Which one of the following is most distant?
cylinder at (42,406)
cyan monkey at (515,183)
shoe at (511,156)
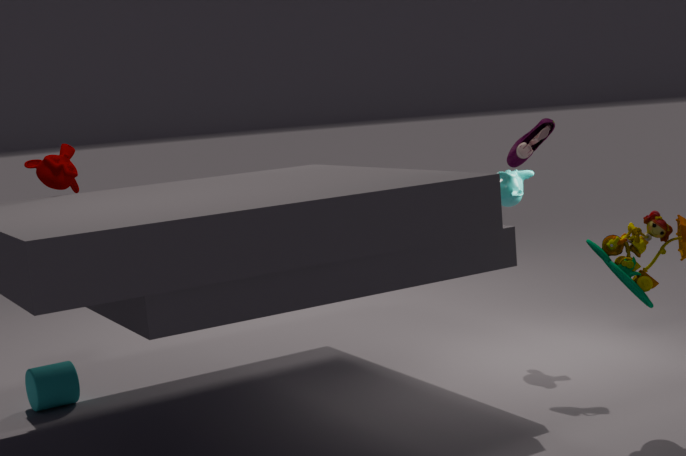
cyan monkey at (515,183)
